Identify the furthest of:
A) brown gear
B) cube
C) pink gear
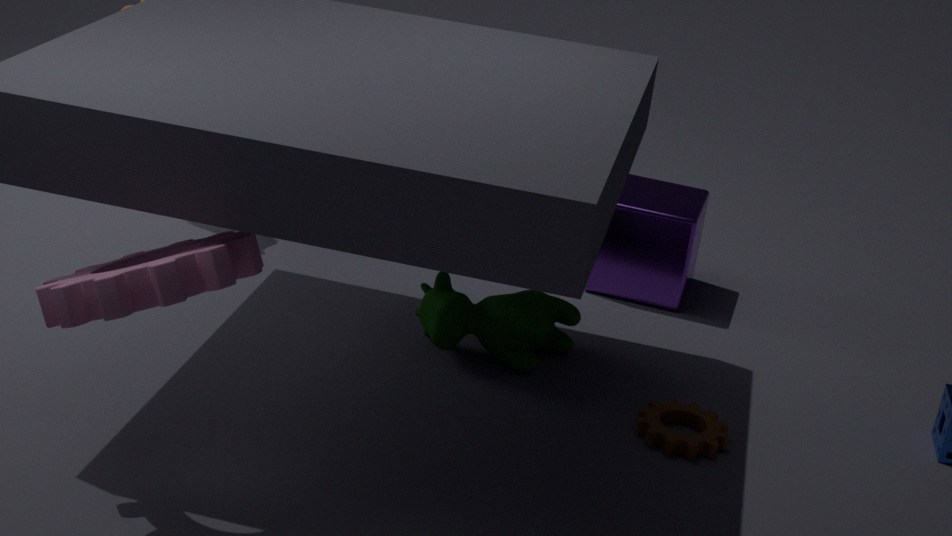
cube
